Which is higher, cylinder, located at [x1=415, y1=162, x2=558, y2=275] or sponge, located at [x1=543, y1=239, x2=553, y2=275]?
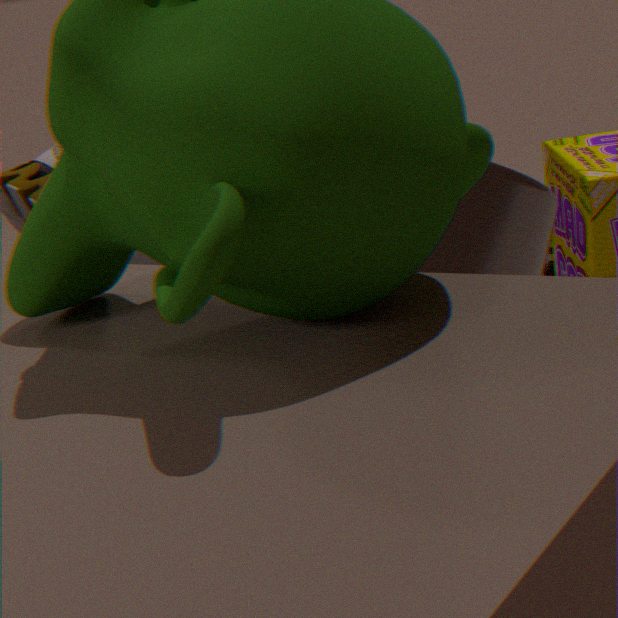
cylinder, located at [x1=415, y1=162, x2=558, y2=275]
